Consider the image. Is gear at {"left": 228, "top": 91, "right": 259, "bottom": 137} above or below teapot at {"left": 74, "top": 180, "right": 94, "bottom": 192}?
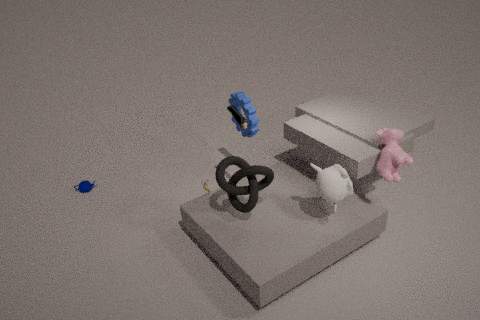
above
